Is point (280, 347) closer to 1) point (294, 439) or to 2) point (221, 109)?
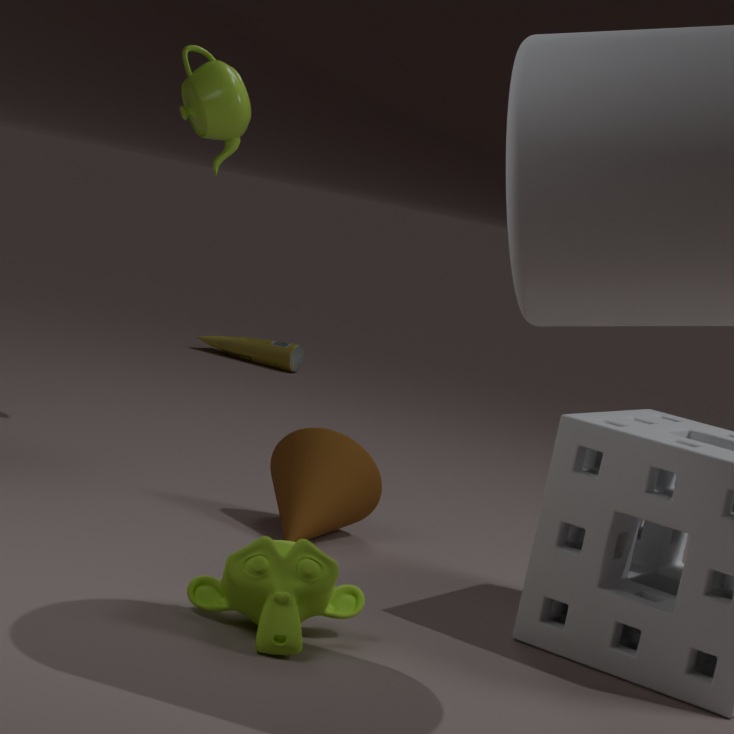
2) point (221, 109)
